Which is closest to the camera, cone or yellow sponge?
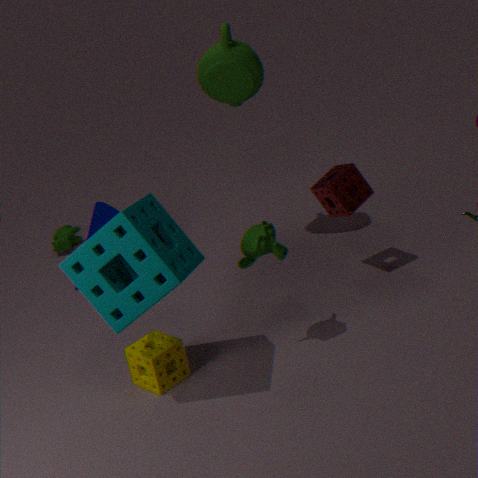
yellow sponge
